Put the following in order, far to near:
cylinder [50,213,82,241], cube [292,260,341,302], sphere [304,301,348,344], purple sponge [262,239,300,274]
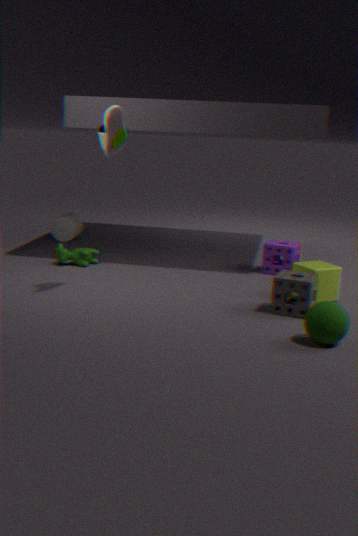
cylinder [50,213,82,241] < purple sponge [262,239,300,274] < cube [292,260,341,302] < sphere [304,301,348,344]
